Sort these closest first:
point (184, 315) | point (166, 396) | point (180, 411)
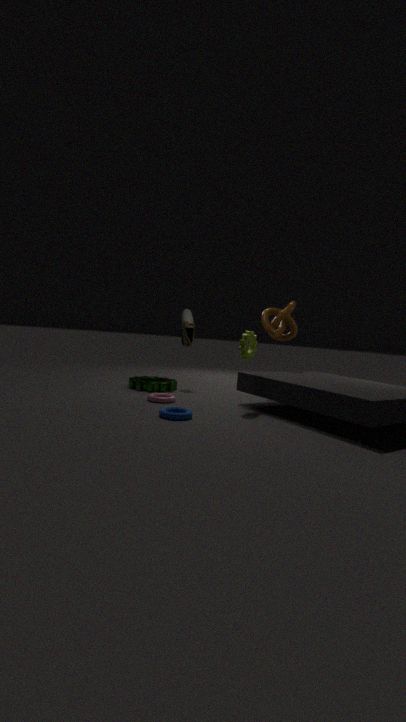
point (180, 411)
point (166, 396)
point (184, 315)
